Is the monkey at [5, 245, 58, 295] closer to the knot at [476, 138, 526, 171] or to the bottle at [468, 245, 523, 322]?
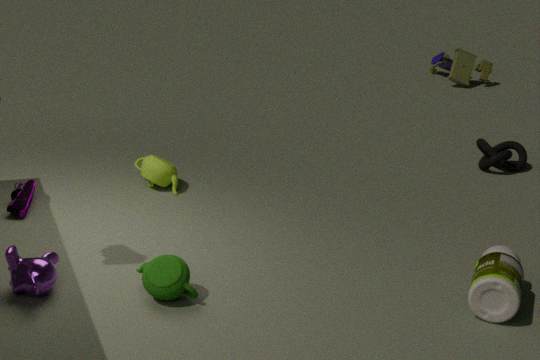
the bottle at [468, 245, 523, 322]
